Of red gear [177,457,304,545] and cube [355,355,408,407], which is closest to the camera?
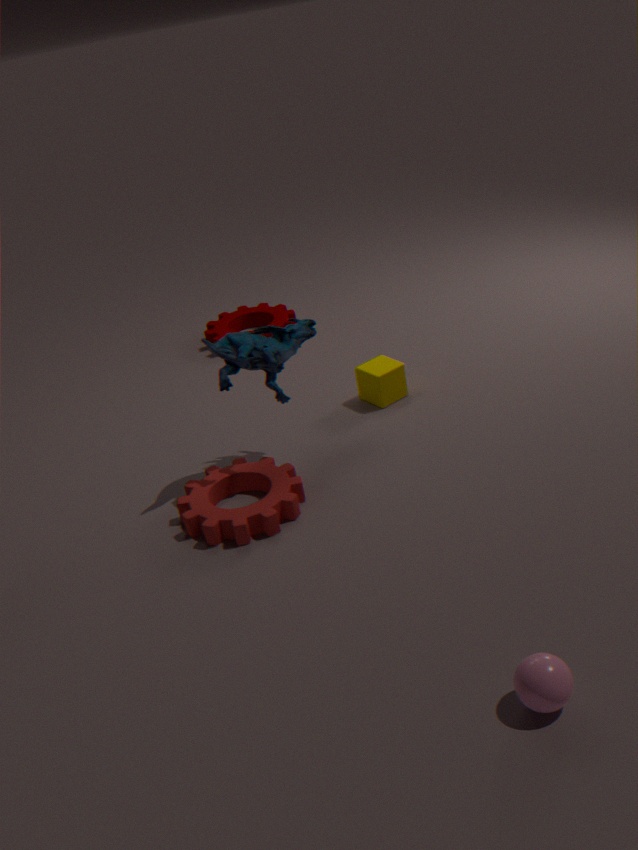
red gear [177,457,304,545]
